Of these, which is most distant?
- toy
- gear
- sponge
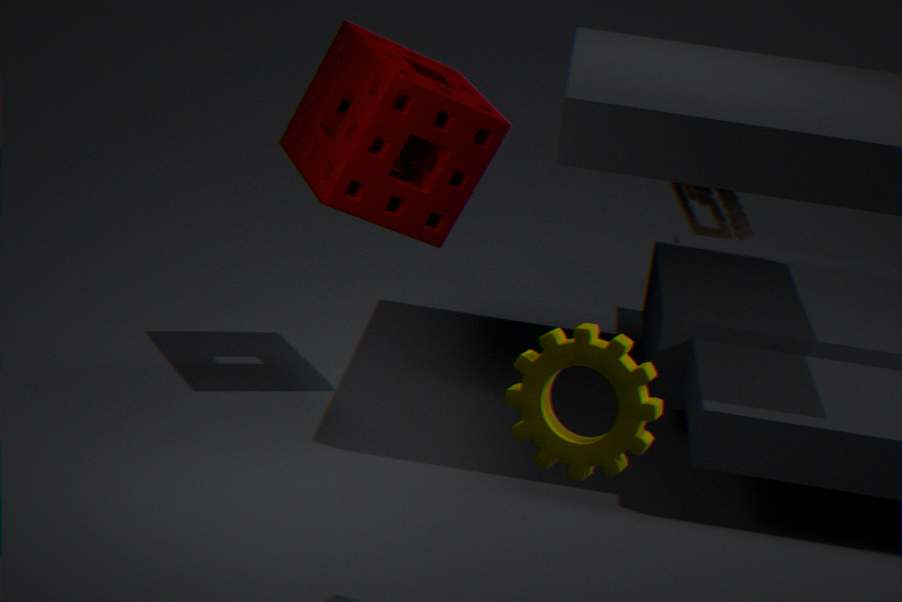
toy
